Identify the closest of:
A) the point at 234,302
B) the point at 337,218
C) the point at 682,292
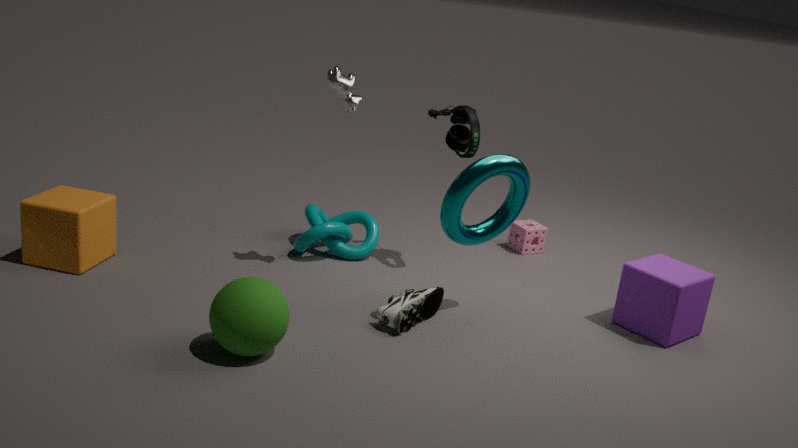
the point at 234,302
